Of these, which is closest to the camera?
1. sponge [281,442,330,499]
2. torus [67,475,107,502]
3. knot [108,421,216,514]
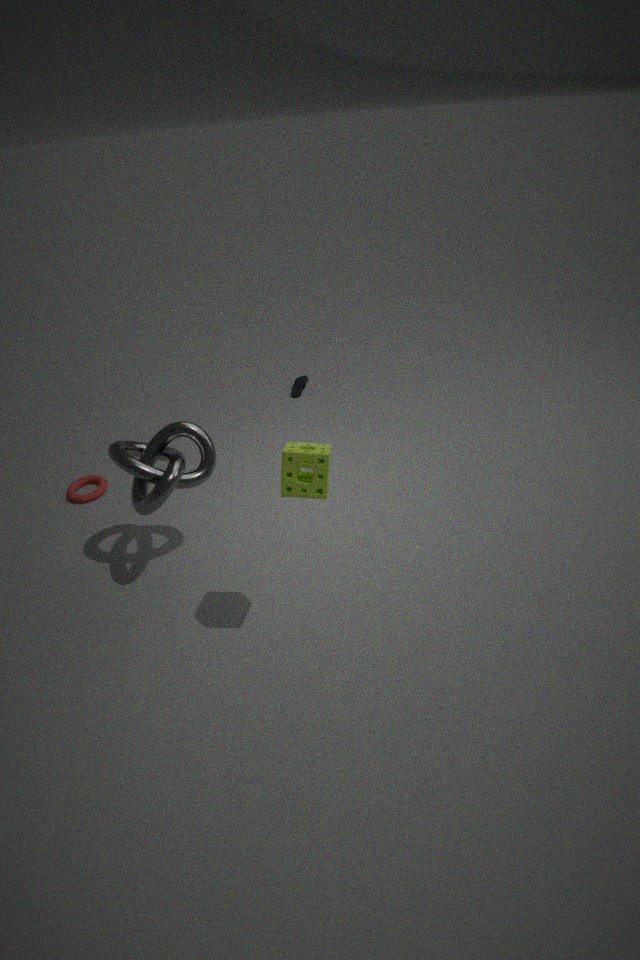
sponge [281,442,330,499]
